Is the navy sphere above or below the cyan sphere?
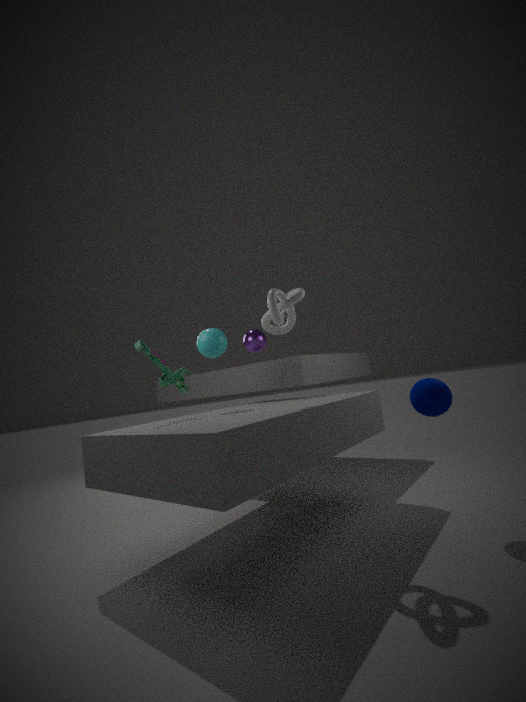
below
